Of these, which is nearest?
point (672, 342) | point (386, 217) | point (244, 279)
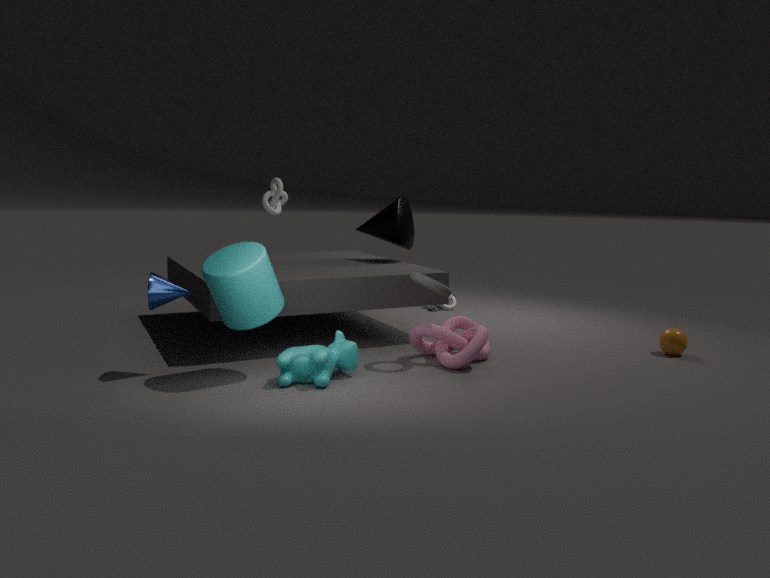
point (244, 279)
